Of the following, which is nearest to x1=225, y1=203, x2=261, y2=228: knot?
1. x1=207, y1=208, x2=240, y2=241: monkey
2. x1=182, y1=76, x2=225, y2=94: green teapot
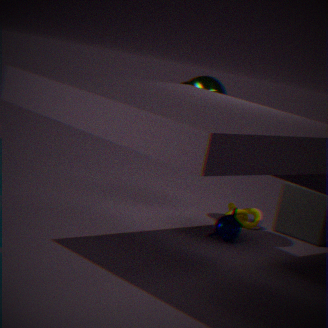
x1=207, y1=208, x2=240, y2=241: monkey
